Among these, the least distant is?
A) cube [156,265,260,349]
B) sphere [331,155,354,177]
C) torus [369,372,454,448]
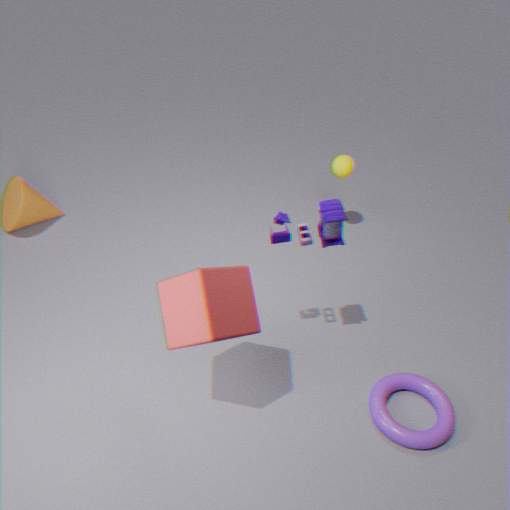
A. cube [156,265,260,349]
